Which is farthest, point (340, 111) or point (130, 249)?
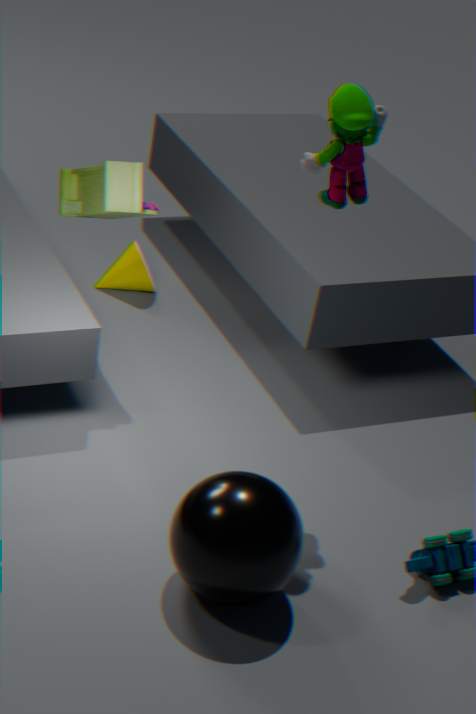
point (130, 249)
